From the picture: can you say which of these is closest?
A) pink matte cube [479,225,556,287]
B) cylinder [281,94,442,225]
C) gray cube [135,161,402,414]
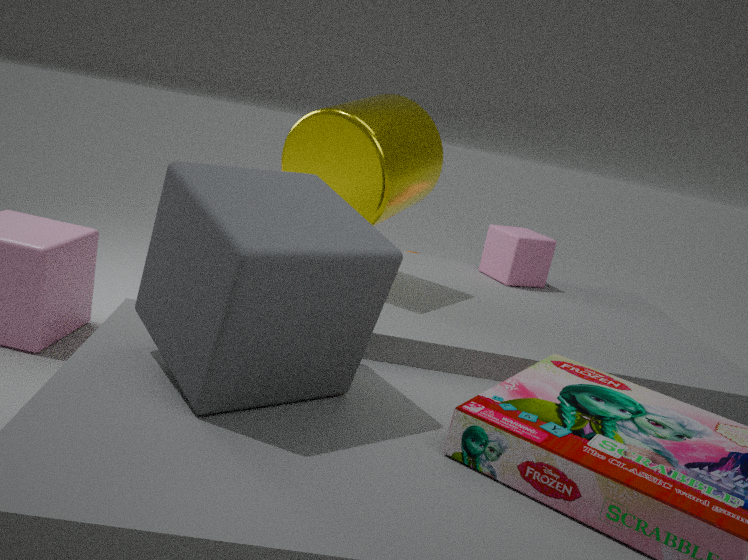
gray cube [135,161,402,414]
